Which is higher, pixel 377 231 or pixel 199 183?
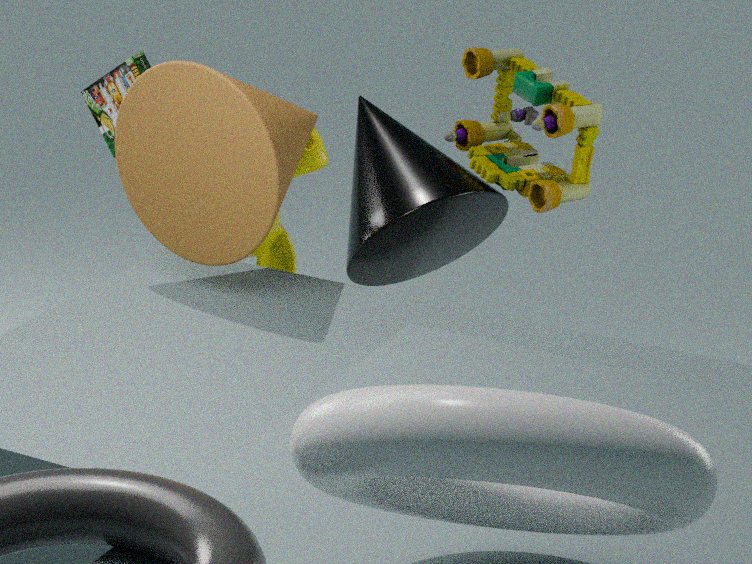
pixel 199 183
